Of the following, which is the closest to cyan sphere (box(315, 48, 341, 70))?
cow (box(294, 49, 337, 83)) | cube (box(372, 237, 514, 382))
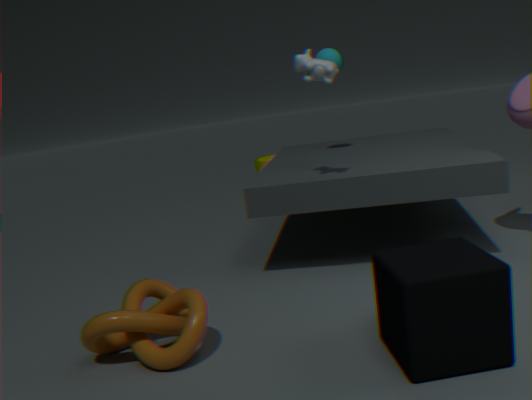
cow (box(294, 49, 337, 83))
